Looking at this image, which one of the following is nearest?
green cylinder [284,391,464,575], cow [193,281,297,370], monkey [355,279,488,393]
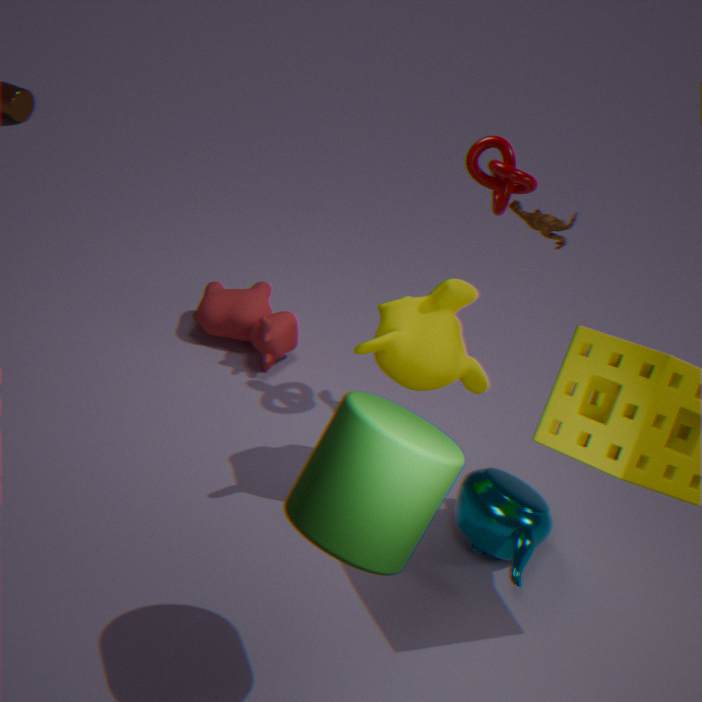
green cylinder [284,391,464,575]
